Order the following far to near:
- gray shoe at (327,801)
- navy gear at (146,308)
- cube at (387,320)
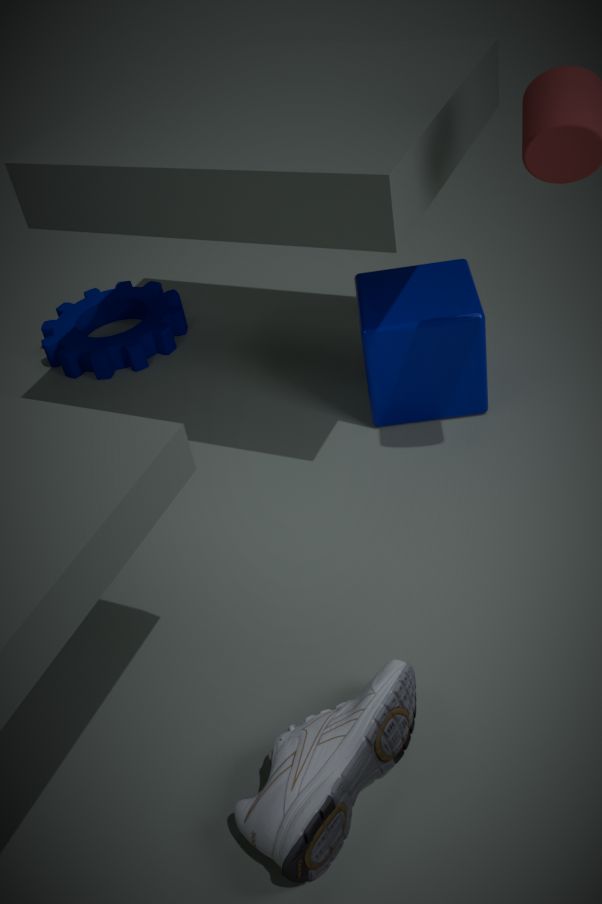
navy gear at (146,308) → cube at (387,320) → gray shoe at (327,801)
